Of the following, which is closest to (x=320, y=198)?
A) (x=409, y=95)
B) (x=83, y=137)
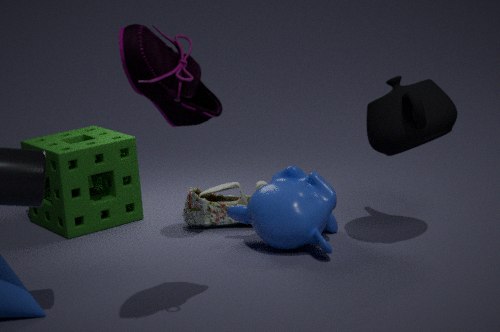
(x=409, y=95)
